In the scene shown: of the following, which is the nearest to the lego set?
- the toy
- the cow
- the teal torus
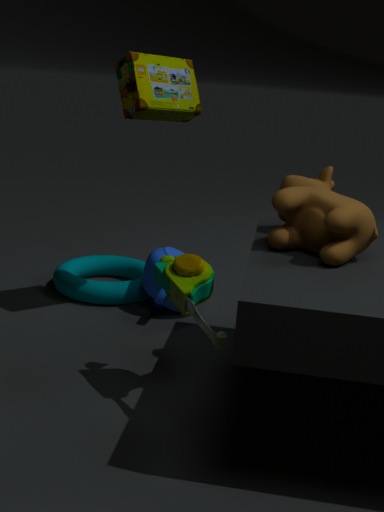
the cow
